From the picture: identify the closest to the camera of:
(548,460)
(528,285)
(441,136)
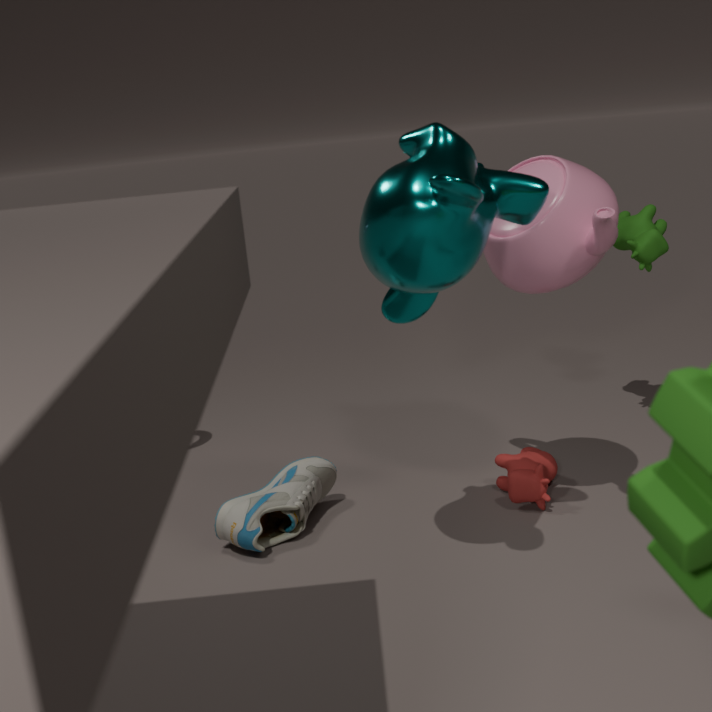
(441,136)
